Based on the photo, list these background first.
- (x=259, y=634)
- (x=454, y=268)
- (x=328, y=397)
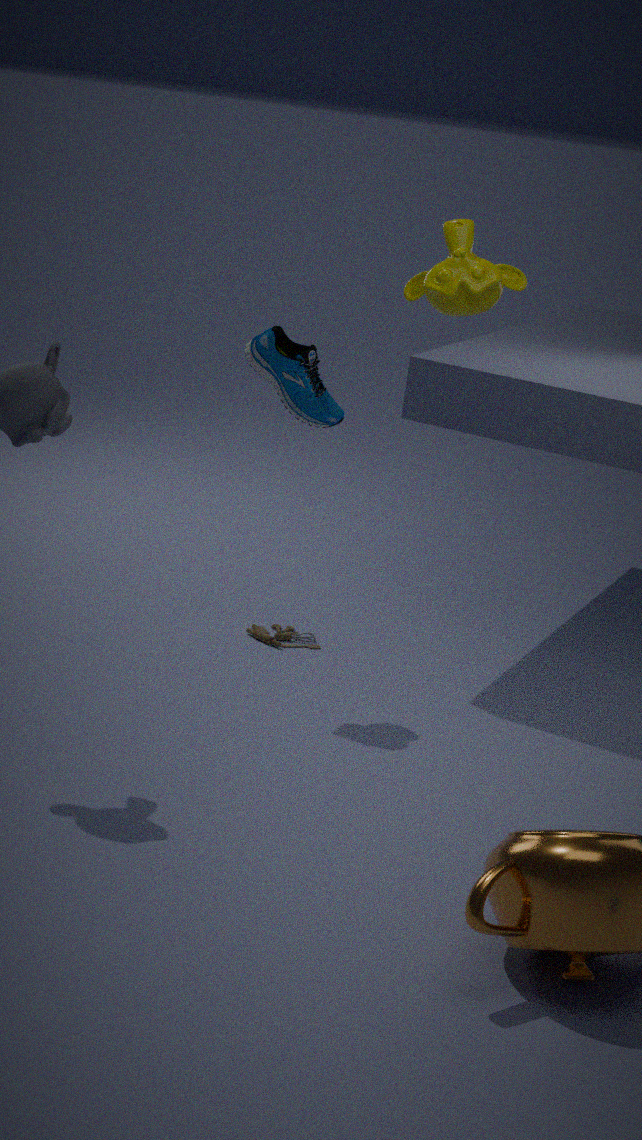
(x=259, y=634) → (x=328, y=397) → (x=454, y=268)
